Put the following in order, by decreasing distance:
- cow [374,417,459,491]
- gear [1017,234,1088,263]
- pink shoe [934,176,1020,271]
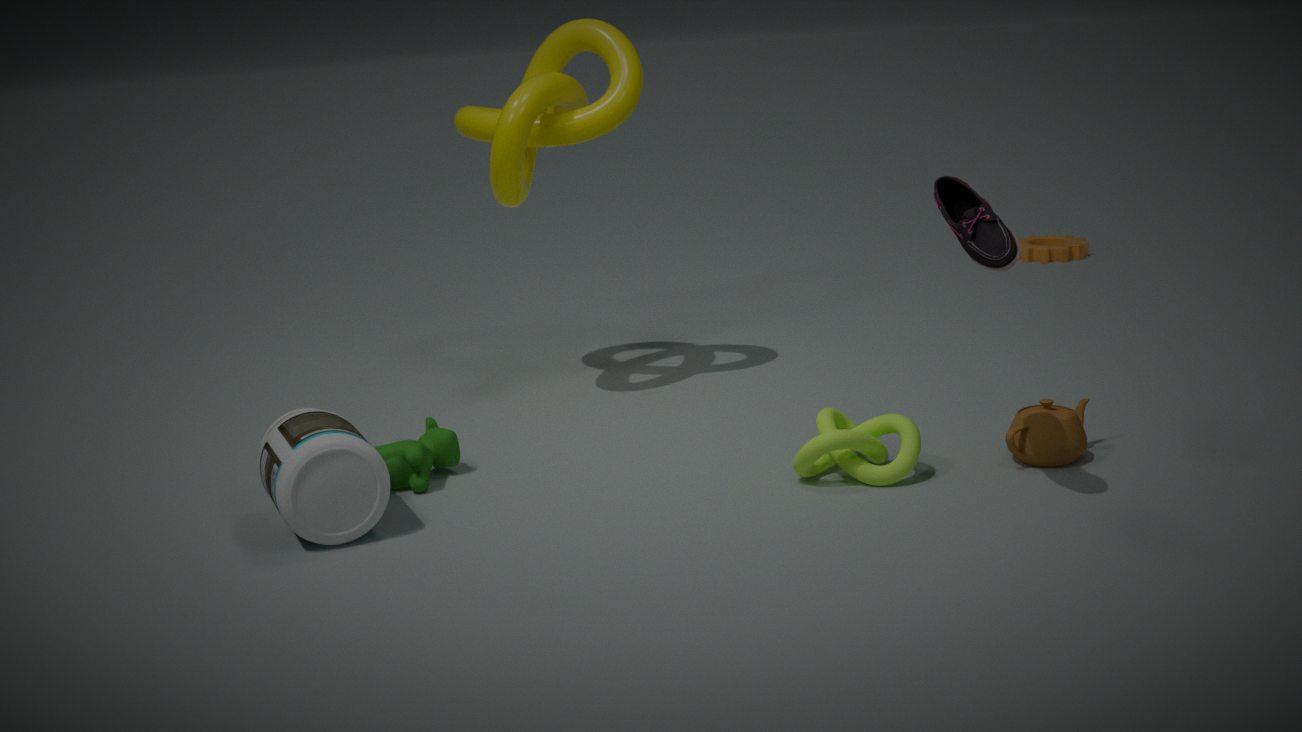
gear [1017,234,1088,263]
cow [374,417,459,491]
pink shoe [934,176,1020,271]
